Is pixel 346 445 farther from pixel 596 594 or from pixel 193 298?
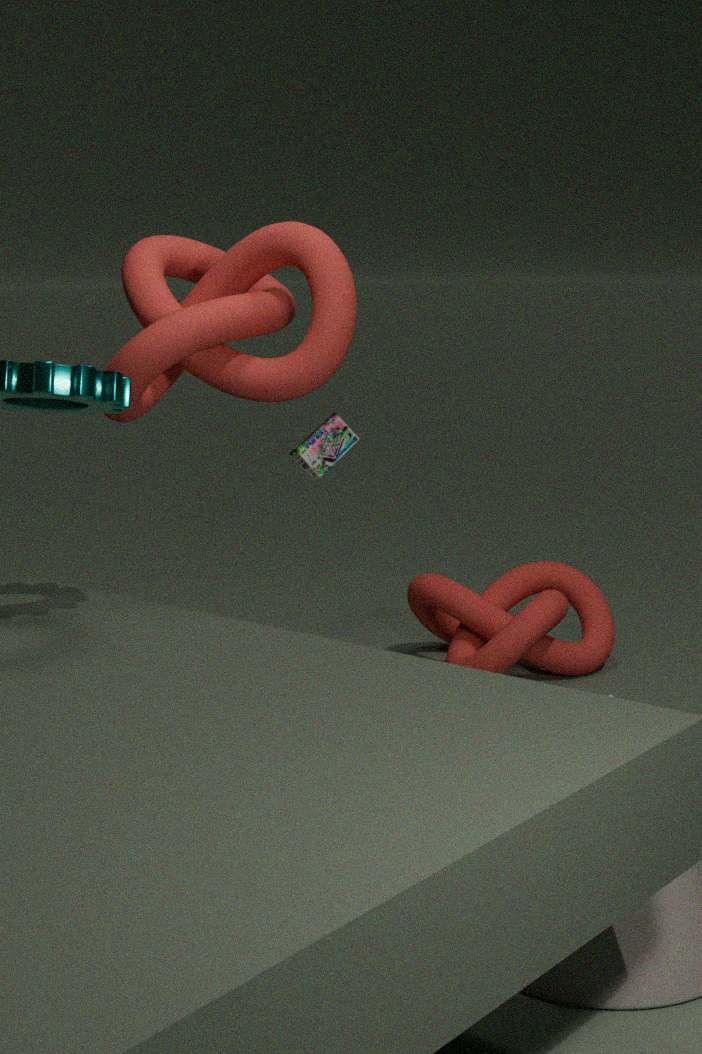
pixel 193 298
